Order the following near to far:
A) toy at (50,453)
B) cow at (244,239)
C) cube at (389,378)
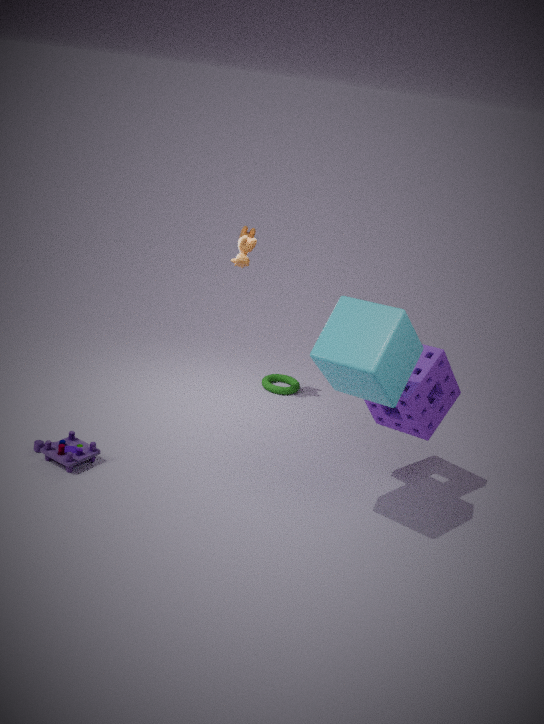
1. cube at (389,378)
2. toy at (50,453)
3. cow at (244,239)
